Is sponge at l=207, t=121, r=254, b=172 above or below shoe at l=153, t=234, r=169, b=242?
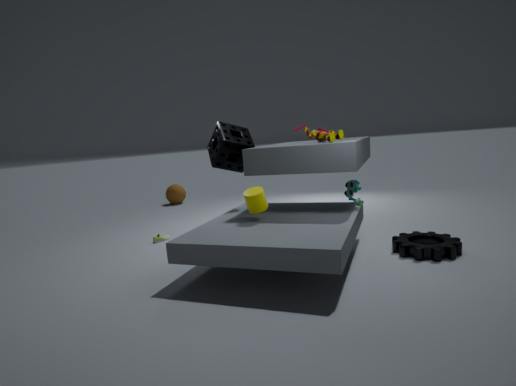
above
